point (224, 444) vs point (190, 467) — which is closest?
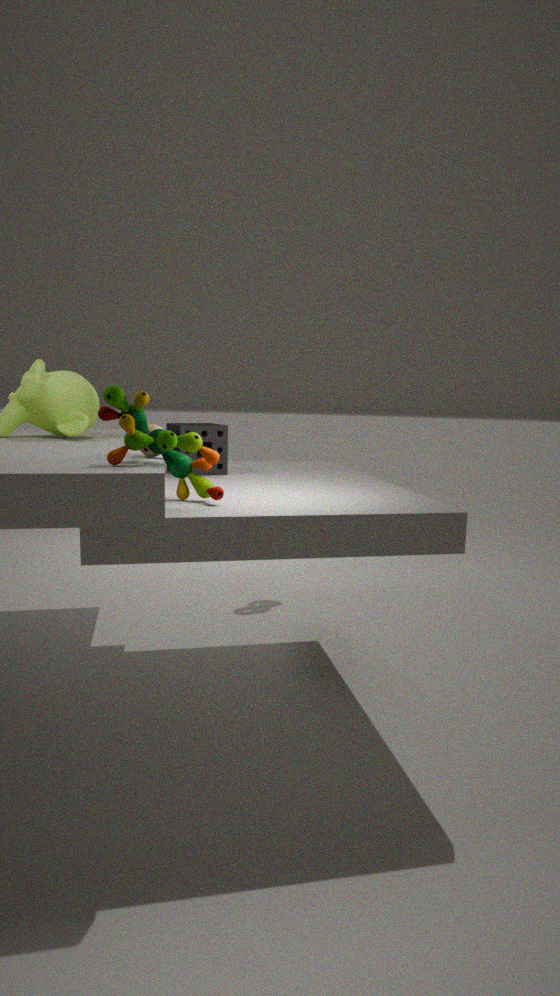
point (190, 467)
